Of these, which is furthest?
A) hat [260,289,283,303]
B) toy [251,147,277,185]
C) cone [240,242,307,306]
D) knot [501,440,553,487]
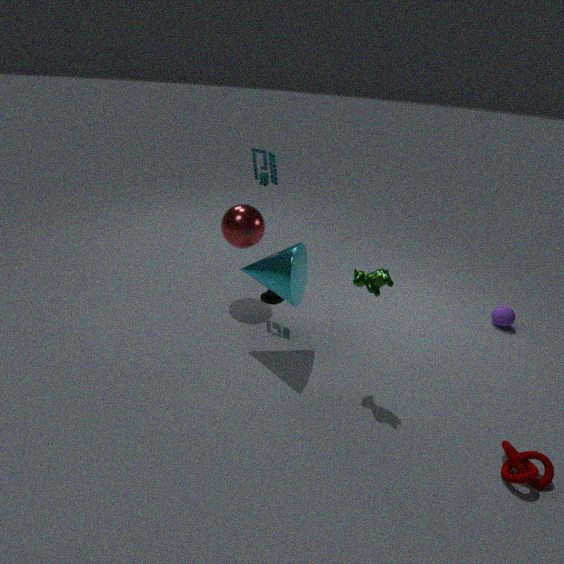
hat [260,289,283,303]
